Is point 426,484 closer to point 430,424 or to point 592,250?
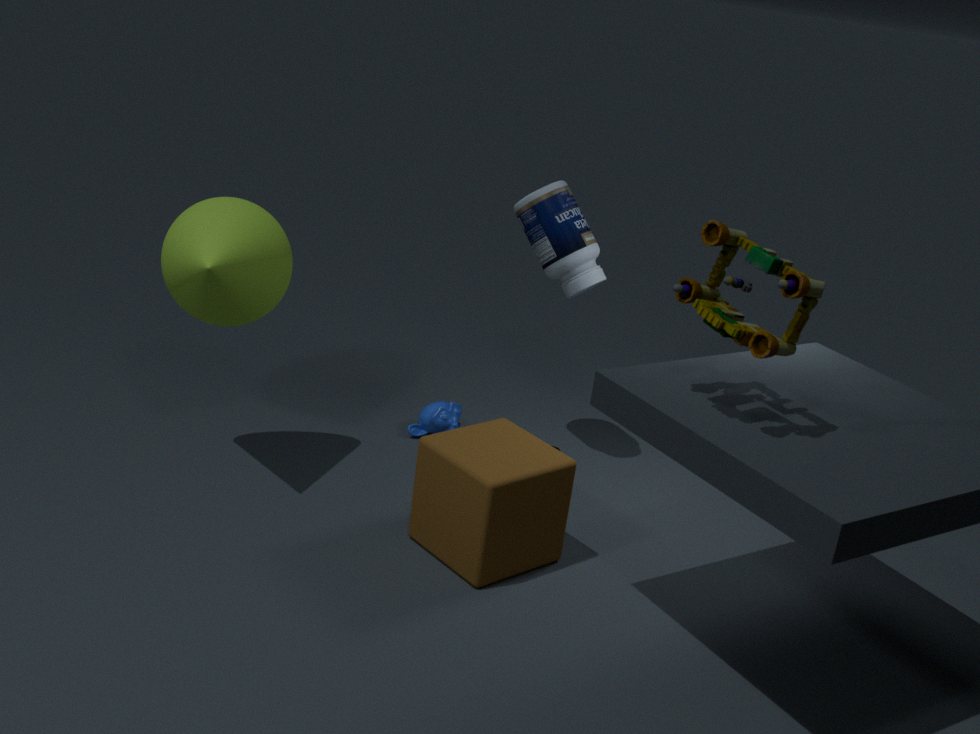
point 430,424
